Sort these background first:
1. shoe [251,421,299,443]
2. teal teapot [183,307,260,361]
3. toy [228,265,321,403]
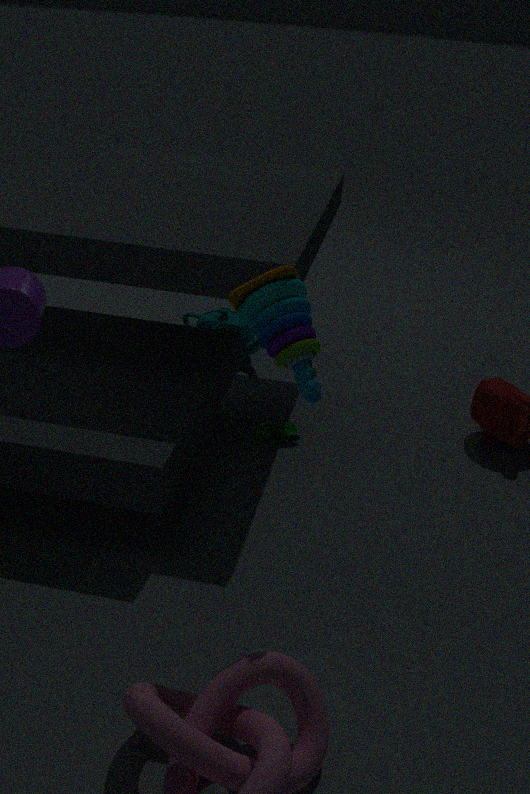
teal teapot [183,307,260,361] < shoe [251,421,299,443] < toy [228,265,321,403]
